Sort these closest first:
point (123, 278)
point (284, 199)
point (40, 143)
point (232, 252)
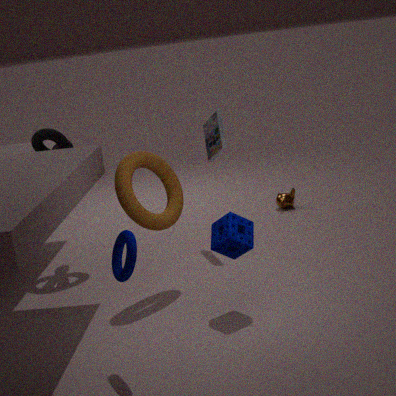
1. point (123, 278)
2. point (232, 252)
3. point (40, 143)
4. point (284, 199)
